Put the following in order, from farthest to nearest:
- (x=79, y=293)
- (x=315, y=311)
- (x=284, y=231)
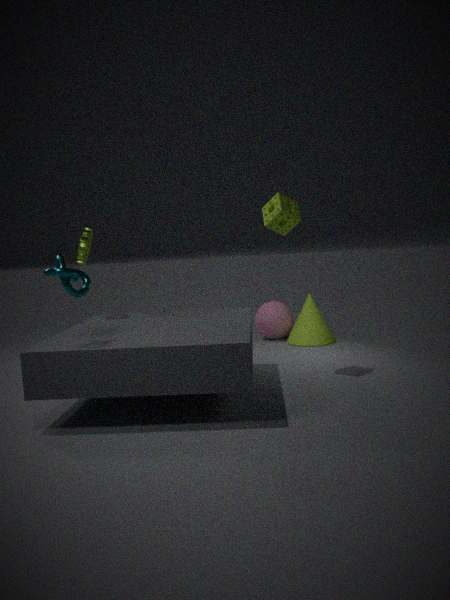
(x=315, y=311), (x=284, y=231), (x=79, y=293)
